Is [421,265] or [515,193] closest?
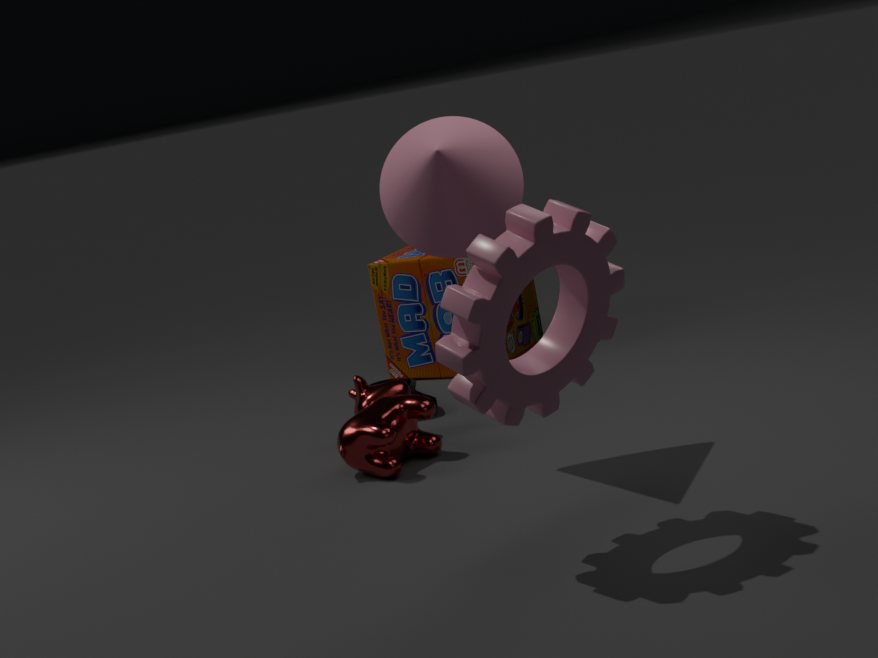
[515,193]
